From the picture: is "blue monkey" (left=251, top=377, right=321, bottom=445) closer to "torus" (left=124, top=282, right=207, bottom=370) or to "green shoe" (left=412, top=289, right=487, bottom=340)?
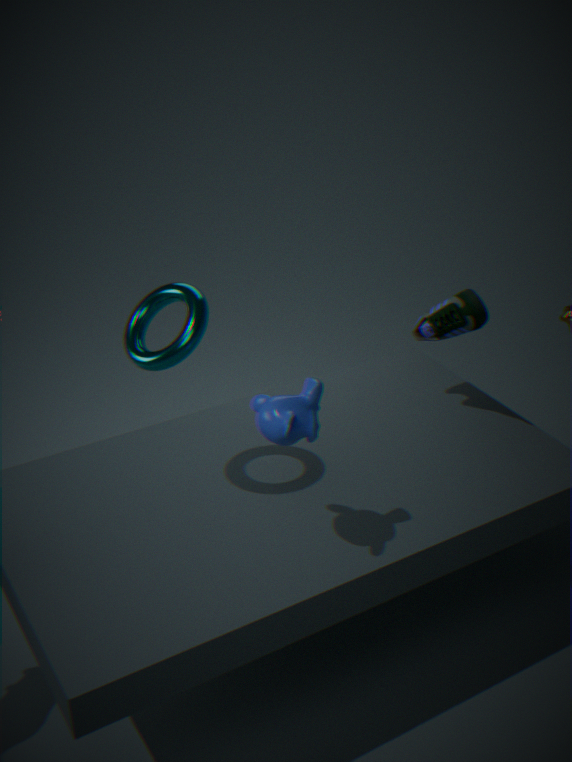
"torus" (left=124, top=282, right=207, bottom=370)
